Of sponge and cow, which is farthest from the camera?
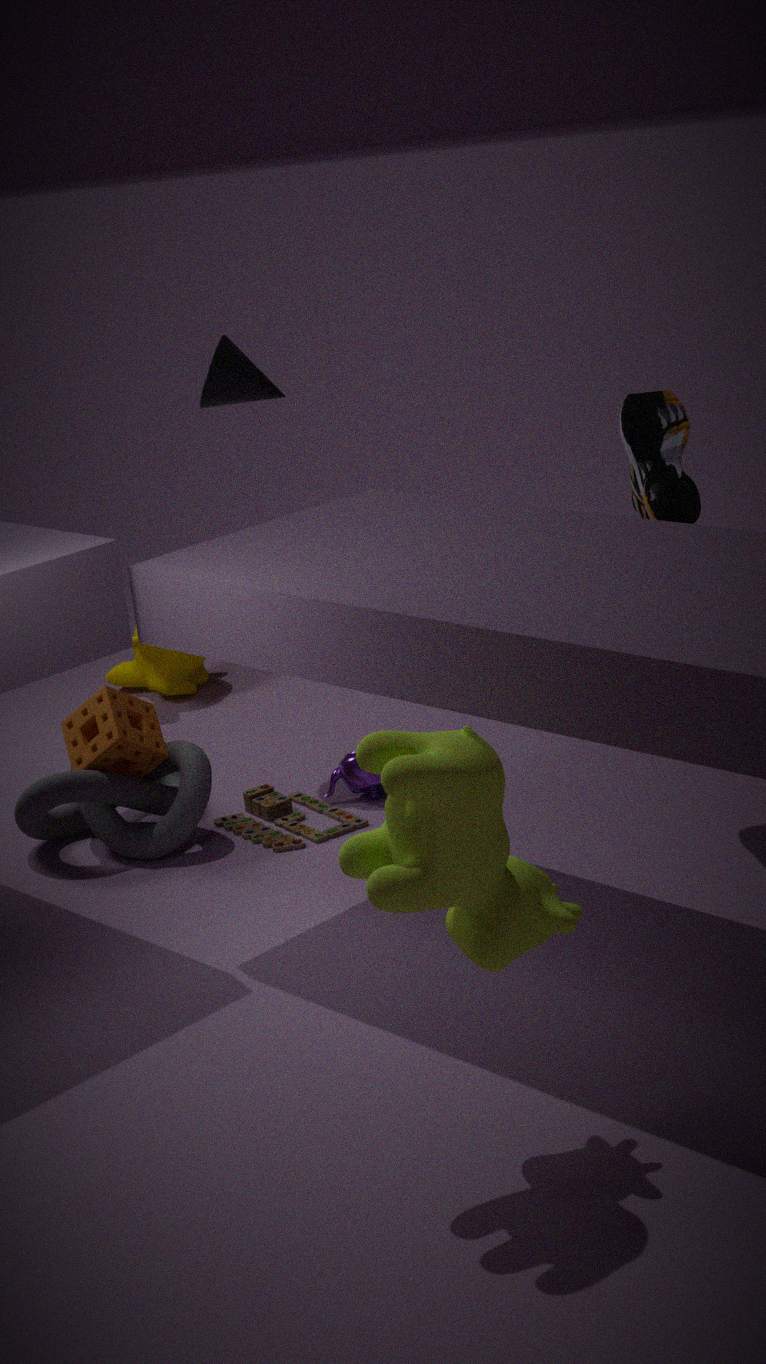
sponge
